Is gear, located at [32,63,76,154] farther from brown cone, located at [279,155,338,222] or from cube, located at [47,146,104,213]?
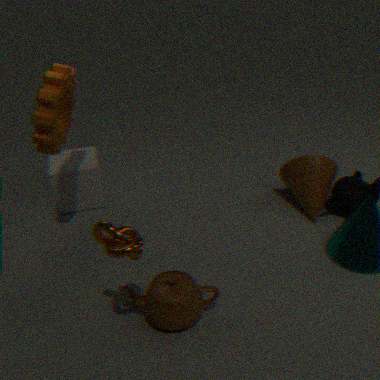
brown cone, located at [279,155,338,222]
